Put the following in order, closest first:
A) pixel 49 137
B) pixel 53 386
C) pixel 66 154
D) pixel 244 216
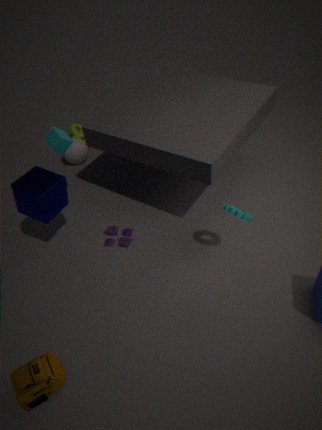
pixel 53 386 < pixel 244 216 < pixel 49 137 < pixel 66 154
